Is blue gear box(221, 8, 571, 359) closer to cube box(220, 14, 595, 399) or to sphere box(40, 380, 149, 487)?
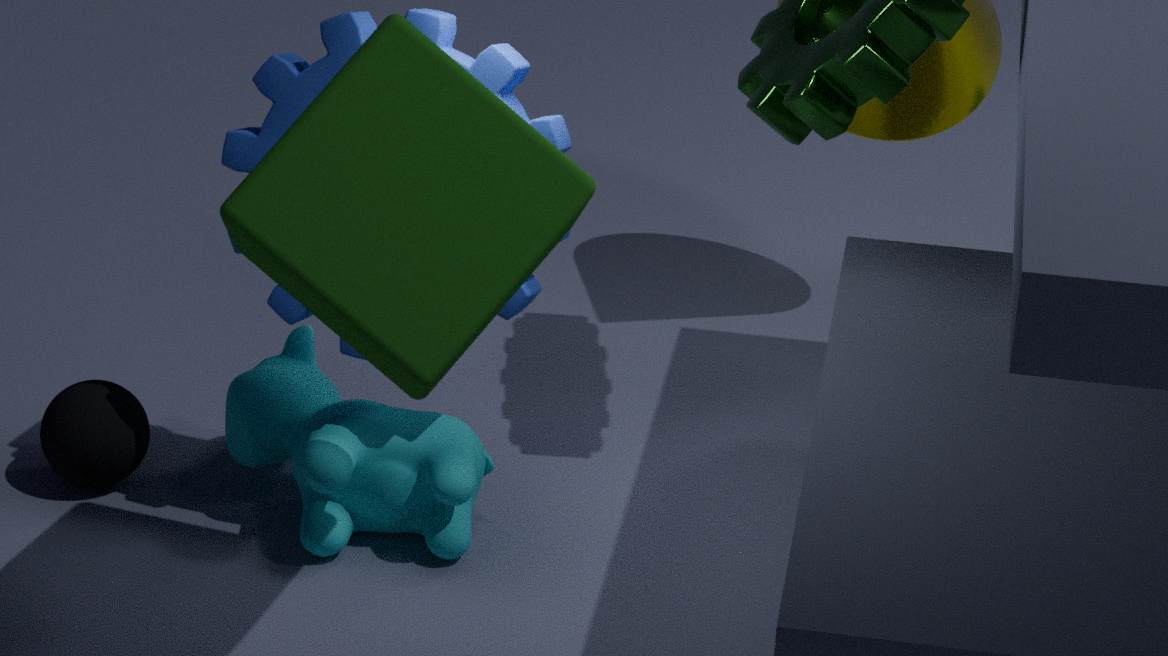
cube box(220, 14, 595, 399)
